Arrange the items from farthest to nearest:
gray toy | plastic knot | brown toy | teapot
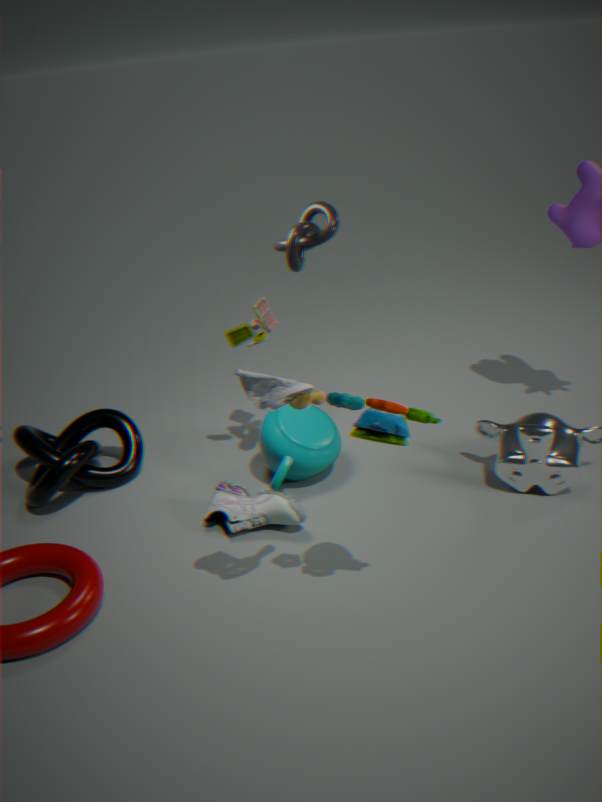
brown toy
teapot
plastic knot
gray toy
